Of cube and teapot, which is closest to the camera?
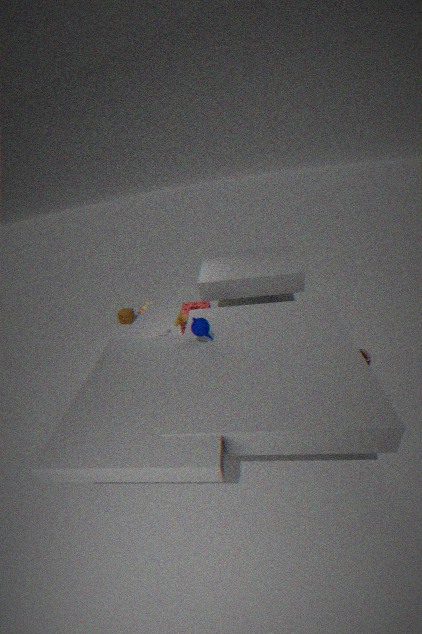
teapot
